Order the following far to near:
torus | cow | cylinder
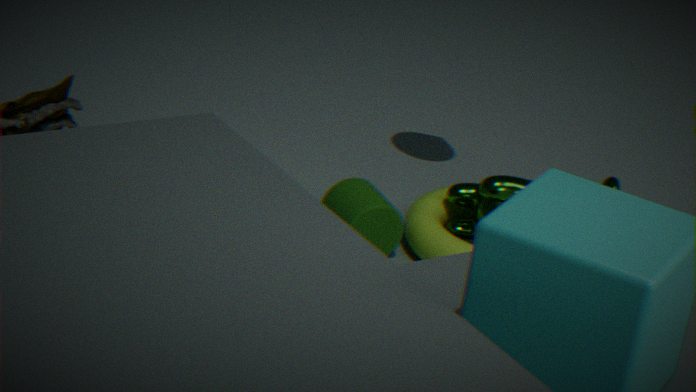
cow
torus
cylinder
